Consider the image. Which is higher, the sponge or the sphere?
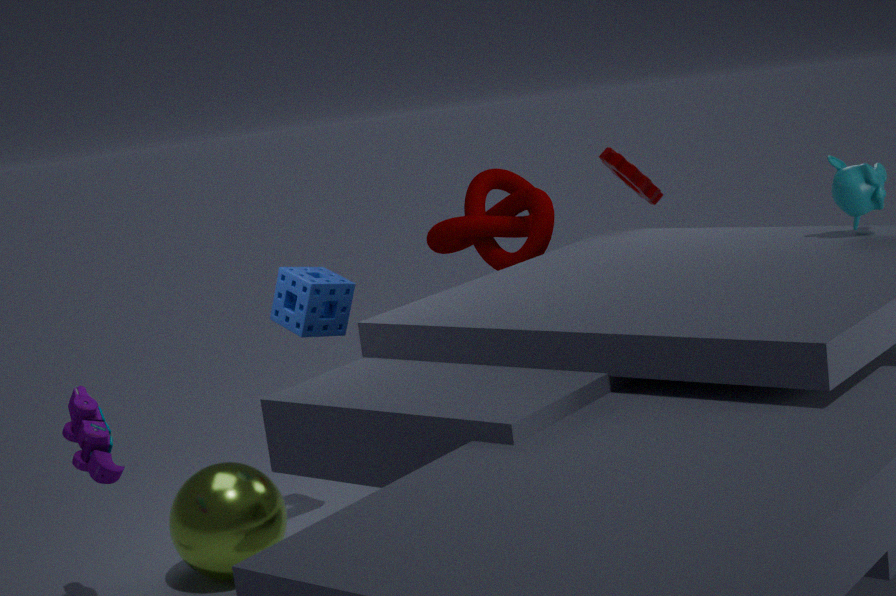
the sponge
